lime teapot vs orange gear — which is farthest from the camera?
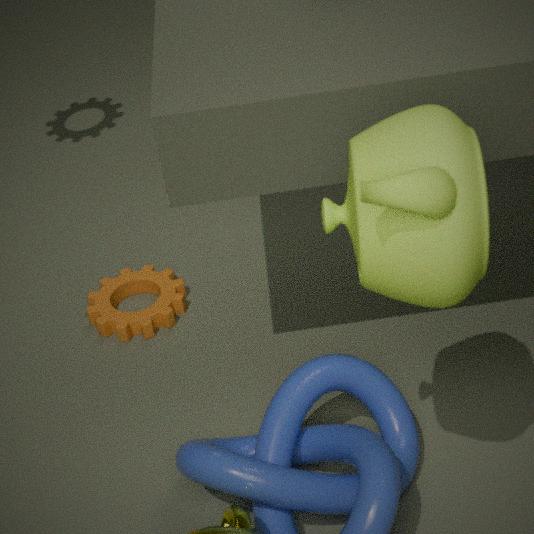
orange gear
